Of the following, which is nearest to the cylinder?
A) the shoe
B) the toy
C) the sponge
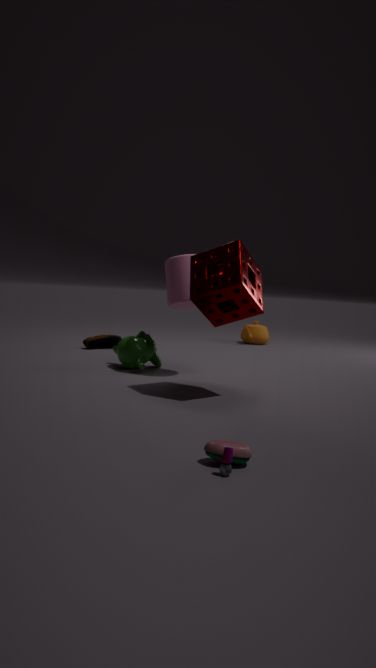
the sponge
